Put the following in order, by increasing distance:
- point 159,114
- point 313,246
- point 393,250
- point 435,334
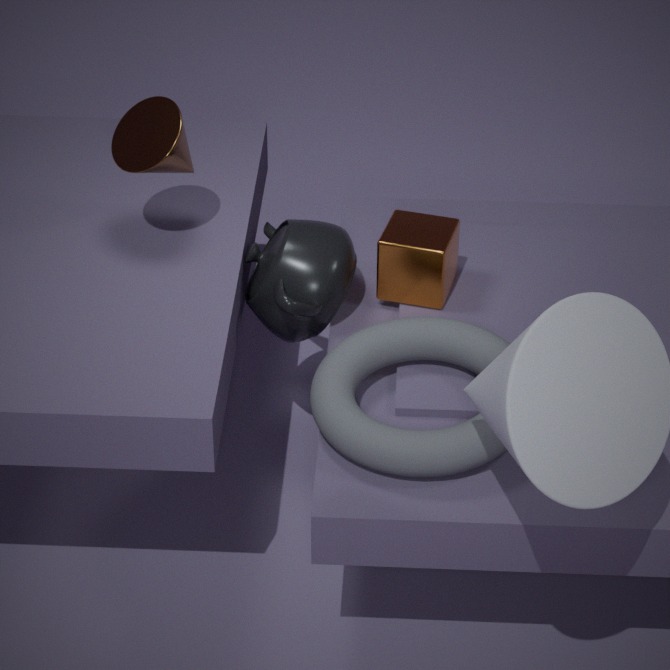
Result: 1. point 435,334
2. point 159,114
3. point 313,246
4. point 393,250
